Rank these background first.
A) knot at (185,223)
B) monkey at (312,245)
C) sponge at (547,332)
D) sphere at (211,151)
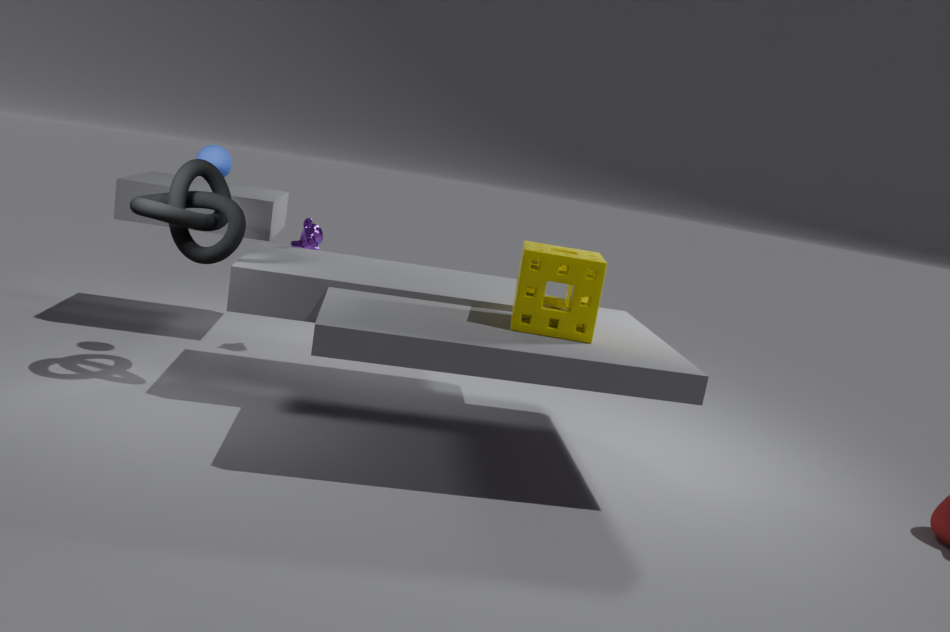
monkey at (312,245), sphere at (211,151), knot at (185,223), sponge at (547,332)
